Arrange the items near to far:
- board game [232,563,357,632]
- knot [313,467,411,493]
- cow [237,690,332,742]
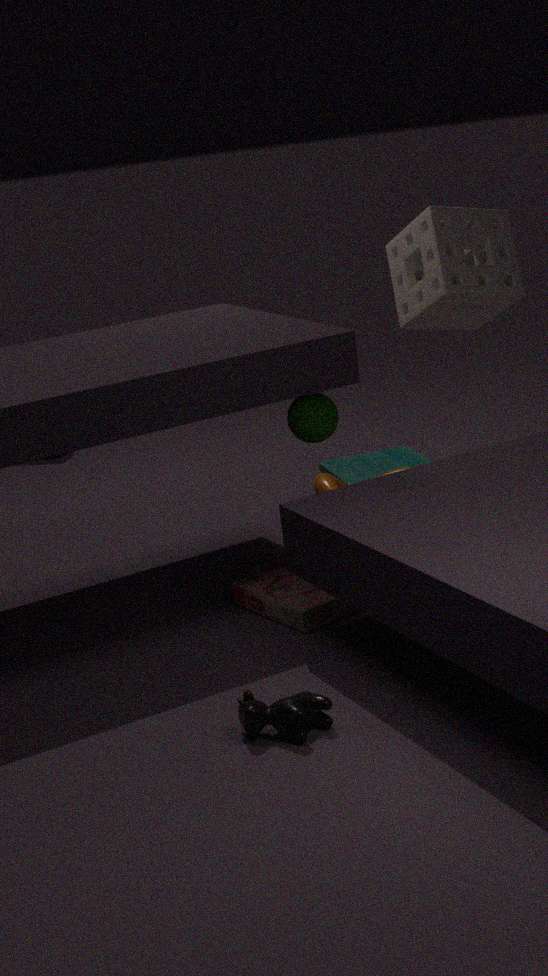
cow [237,690,332,742] → board game [232,563,357,632] → knot [313,467,411,493]
